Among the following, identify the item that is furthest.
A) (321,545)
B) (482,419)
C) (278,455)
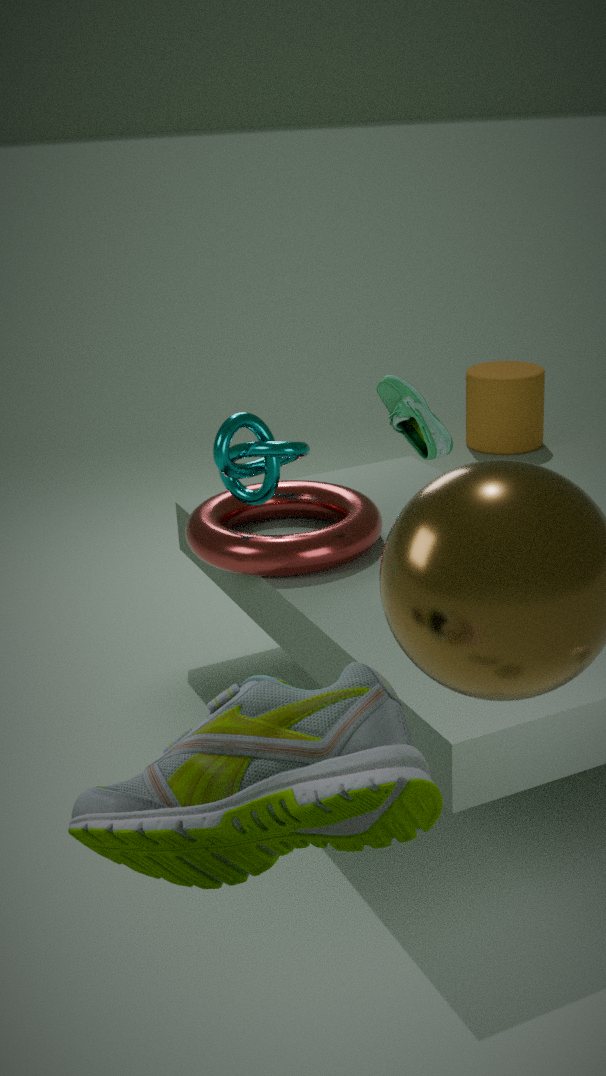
(482,419)
